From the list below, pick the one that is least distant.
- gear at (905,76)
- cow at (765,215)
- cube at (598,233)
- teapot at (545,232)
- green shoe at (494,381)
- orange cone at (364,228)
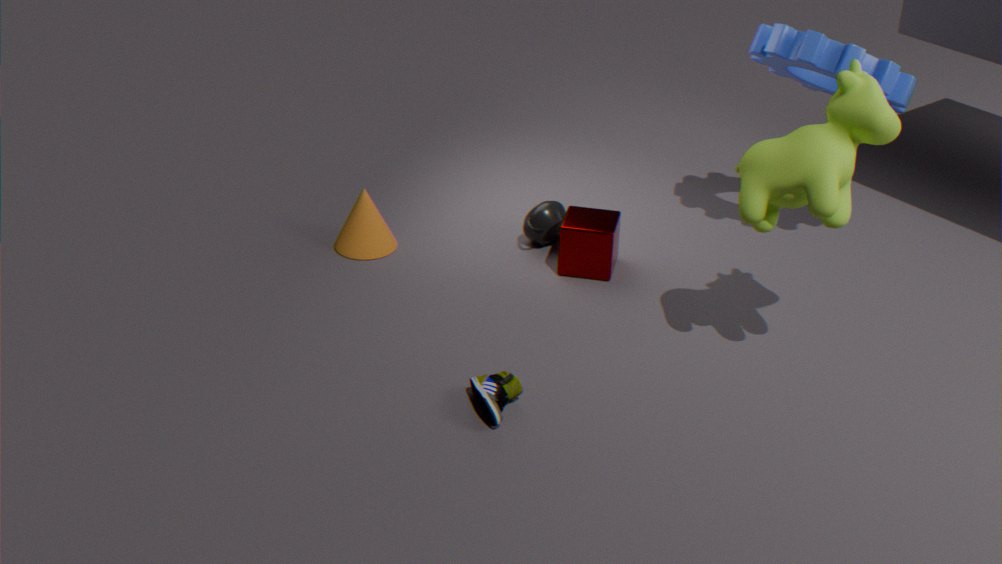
cow at (765,215)
